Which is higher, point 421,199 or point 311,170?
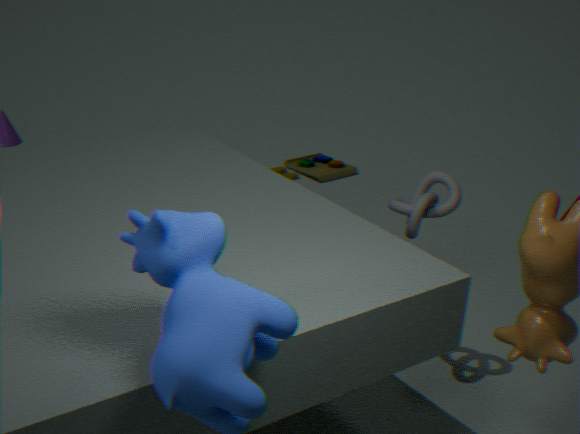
point 421,199
